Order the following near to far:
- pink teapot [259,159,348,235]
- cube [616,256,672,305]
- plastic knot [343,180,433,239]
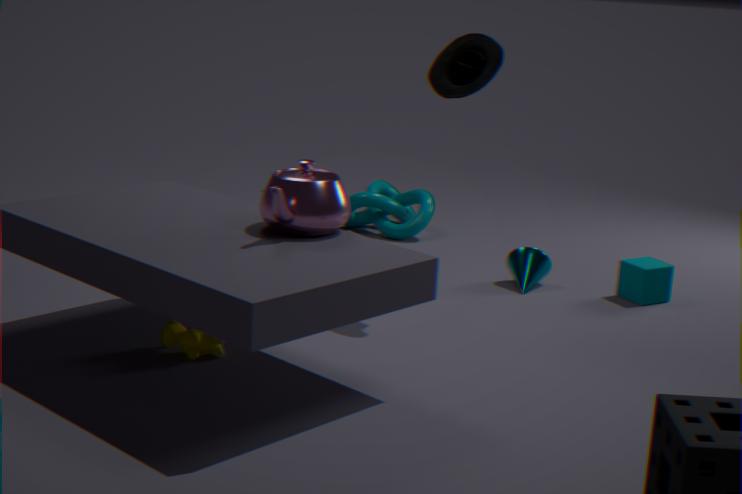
pink teapot [259,159,348,235], cube [616,256,672,305], plastic knot [343,180,433,239]
